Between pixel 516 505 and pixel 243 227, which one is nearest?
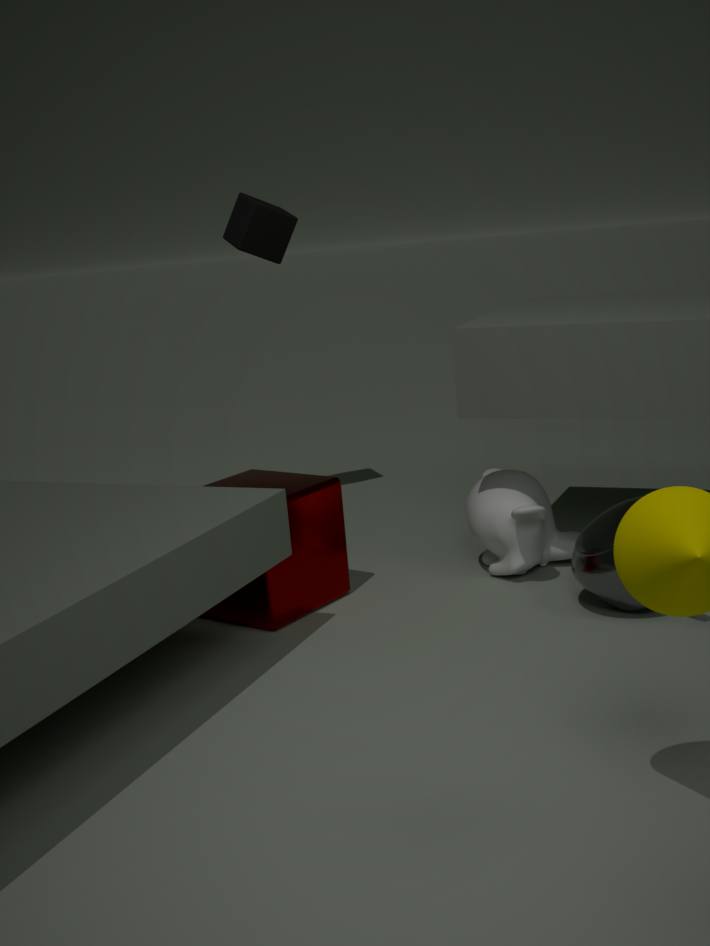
pixel 516 505
